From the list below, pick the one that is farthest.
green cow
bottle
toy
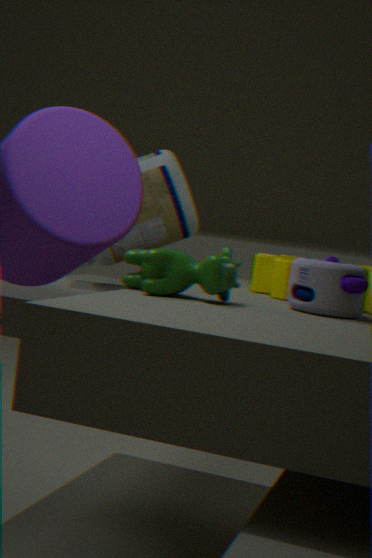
bottle
